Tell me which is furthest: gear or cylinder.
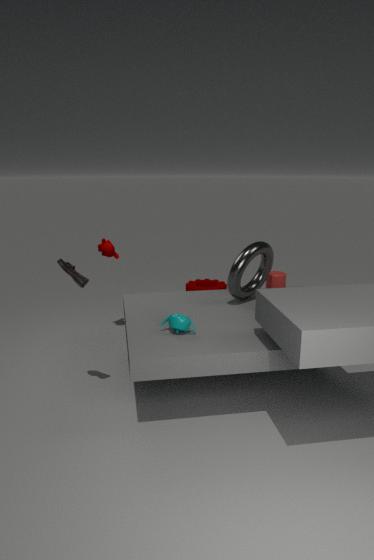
gear
